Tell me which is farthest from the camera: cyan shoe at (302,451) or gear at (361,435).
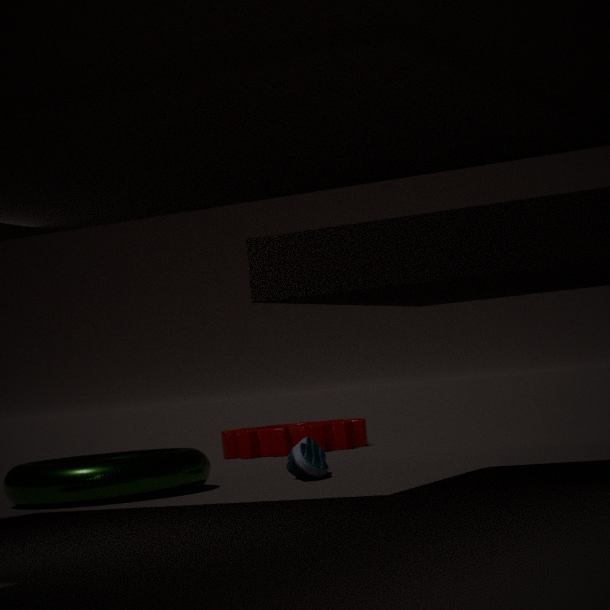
gear at (361,435)
